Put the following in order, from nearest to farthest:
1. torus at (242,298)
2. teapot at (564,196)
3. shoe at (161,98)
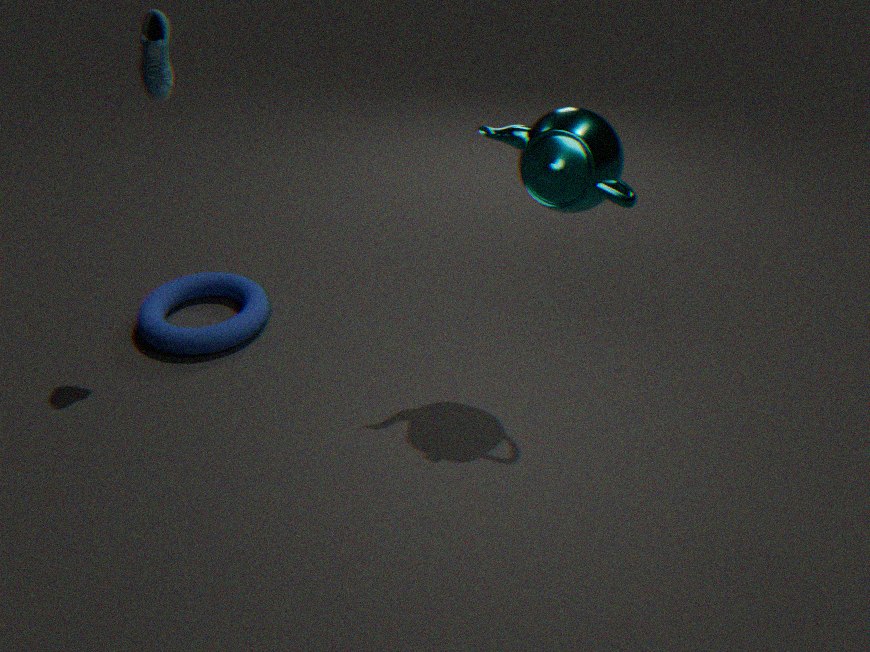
teapot at (564,196)
shoe at (161,98)
torus at (242,298)
